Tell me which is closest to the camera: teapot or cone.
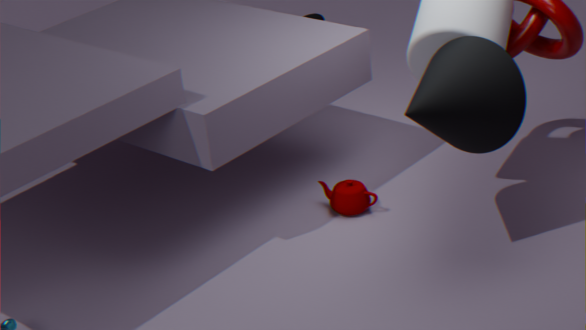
cone
